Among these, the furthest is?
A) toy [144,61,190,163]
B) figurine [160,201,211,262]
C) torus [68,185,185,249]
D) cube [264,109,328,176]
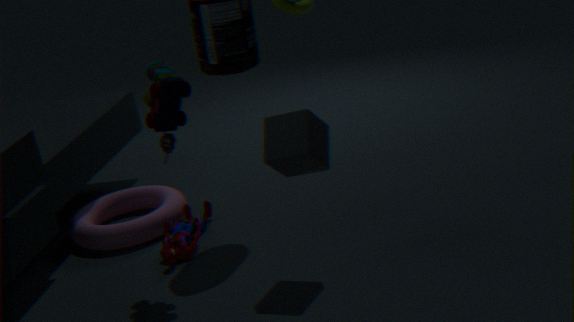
torus [68,185,185,249]
